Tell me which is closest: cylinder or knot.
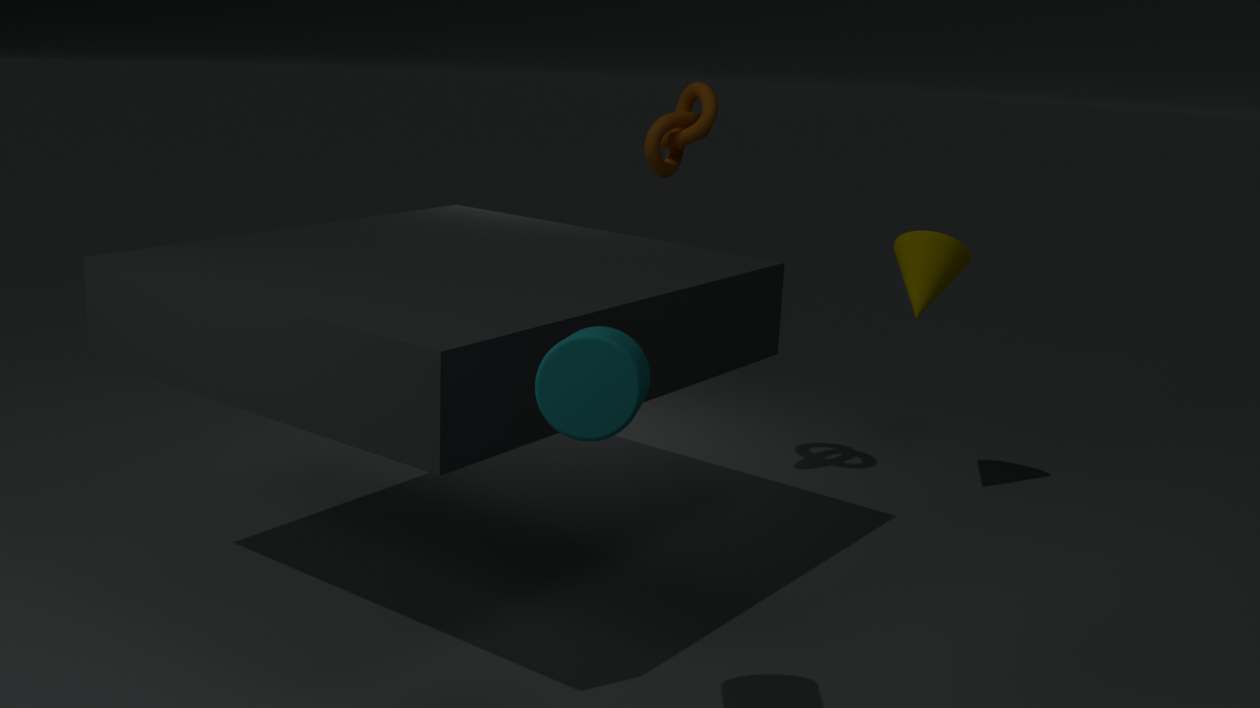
cylinder
